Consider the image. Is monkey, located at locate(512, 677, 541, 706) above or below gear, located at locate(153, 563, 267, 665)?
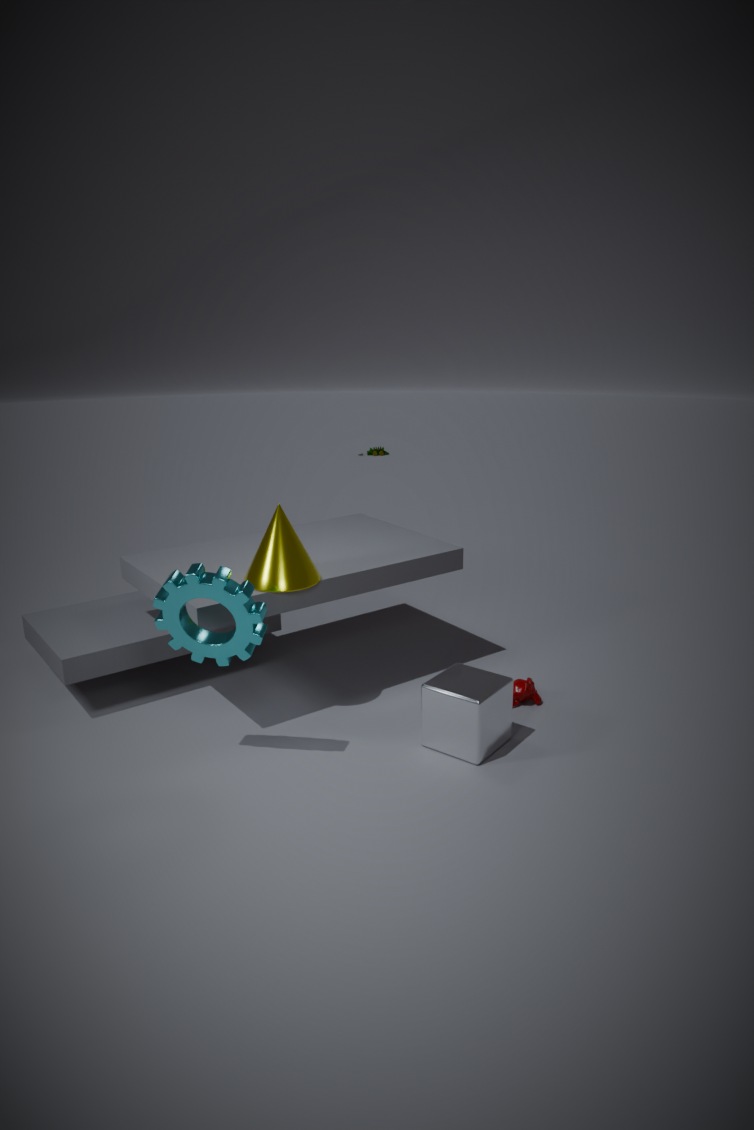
below
